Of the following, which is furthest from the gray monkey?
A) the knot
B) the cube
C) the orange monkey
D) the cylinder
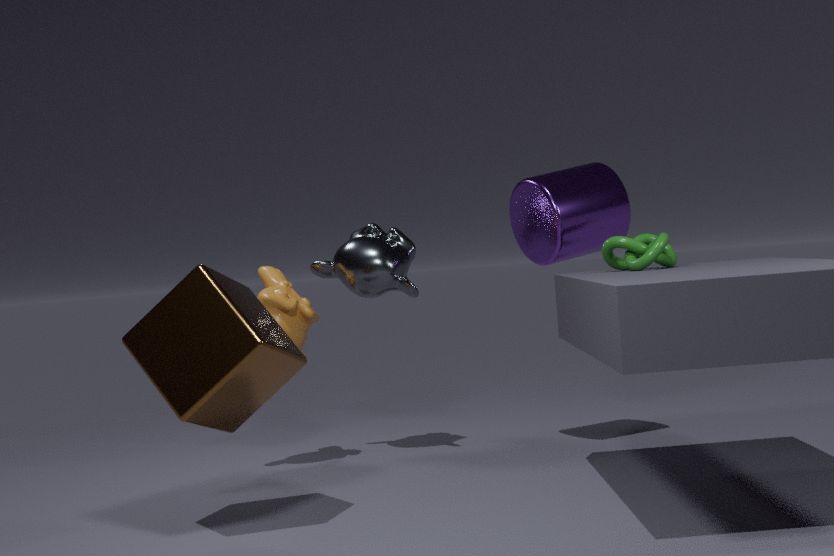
Answer: the cube
